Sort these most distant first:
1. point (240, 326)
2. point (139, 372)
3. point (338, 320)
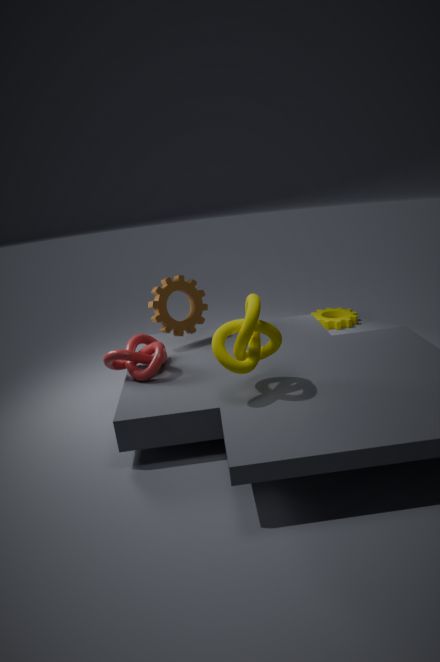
1. point (338, 320)
2. point (139, 372)
3. point (240, 326)
